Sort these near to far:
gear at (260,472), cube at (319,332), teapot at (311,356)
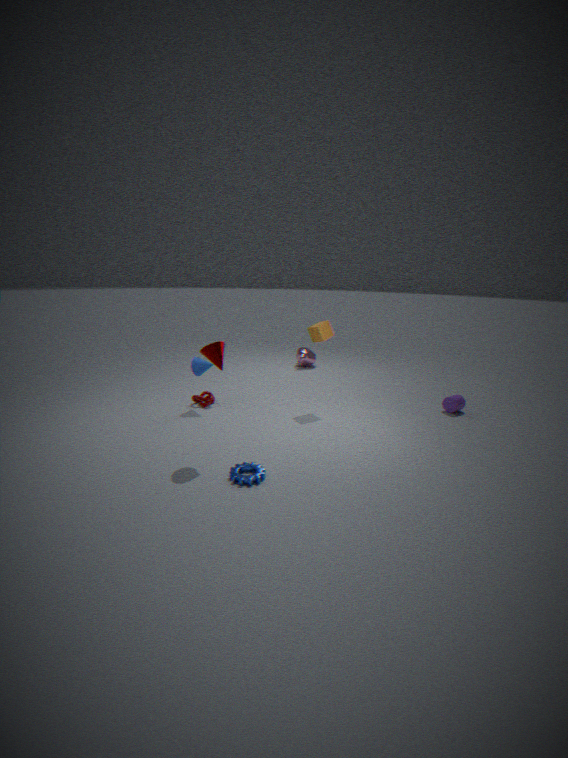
gear at (260,472), cube at (319,332), teapot at (311,356)
